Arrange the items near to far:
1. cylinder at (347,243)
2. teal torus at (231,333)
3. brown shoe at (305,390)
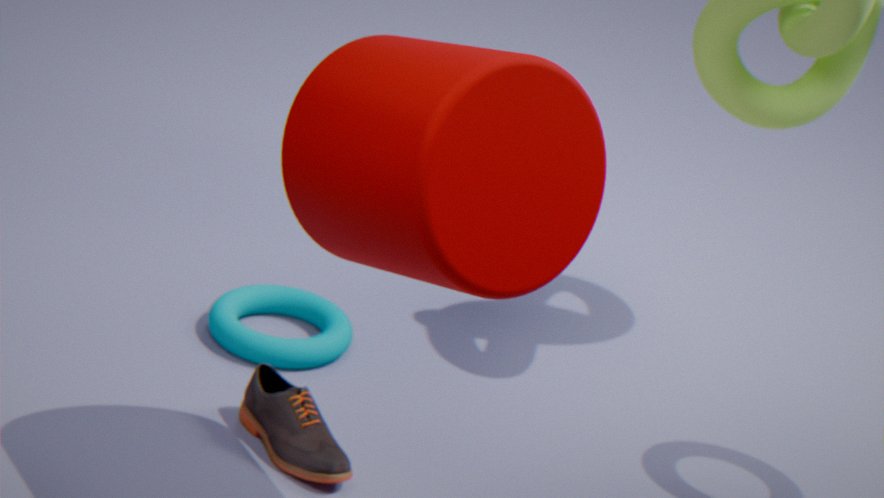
cylinder at (347,243) → brown shoe at (305,390) → teal torus at (231,333)
